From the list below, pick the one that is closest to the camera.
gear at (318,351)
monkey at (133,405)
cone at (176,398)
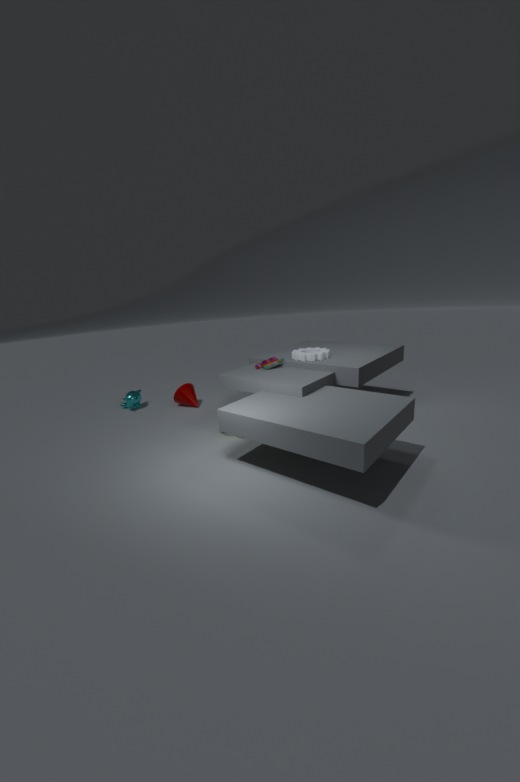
gear at (318,351)
